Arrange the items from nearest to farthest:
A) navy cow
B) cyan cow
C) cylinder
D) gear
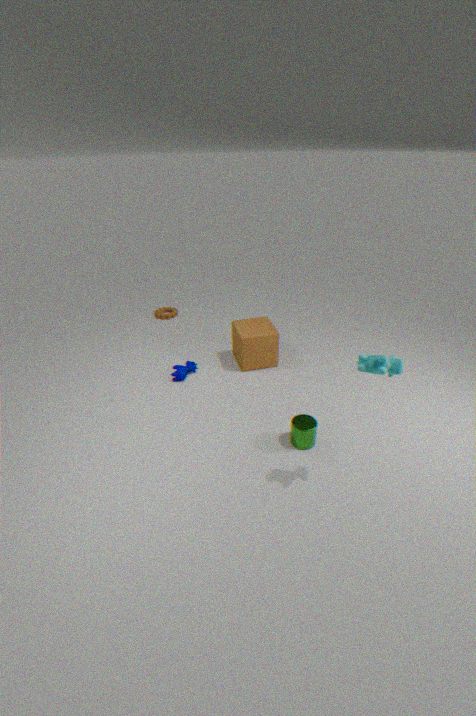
cyan cow → cylinder → navy cow → gear
